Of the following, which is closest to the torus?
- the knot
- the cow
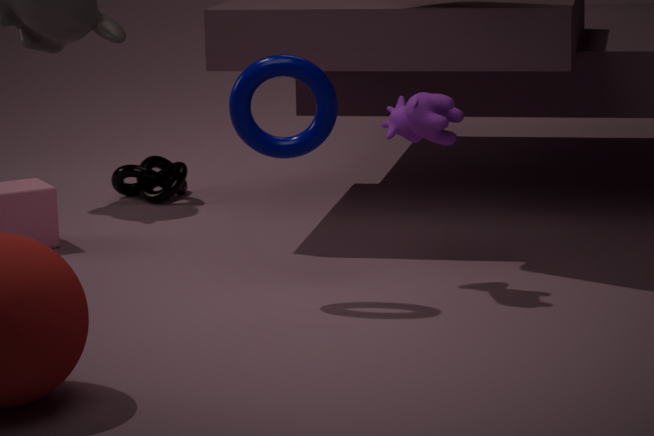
the cow
